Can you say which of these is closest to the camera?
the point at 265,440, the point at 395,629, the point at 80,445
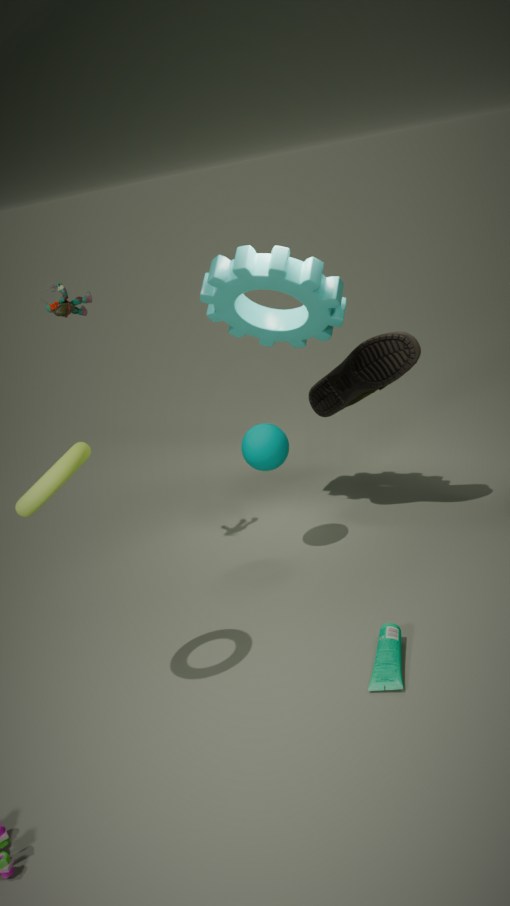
the point at 80,445
